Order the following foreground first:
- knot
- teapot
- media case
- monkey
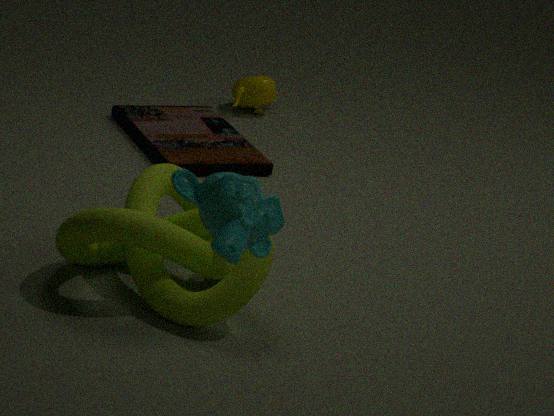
monkey → knot → media case → teapot
